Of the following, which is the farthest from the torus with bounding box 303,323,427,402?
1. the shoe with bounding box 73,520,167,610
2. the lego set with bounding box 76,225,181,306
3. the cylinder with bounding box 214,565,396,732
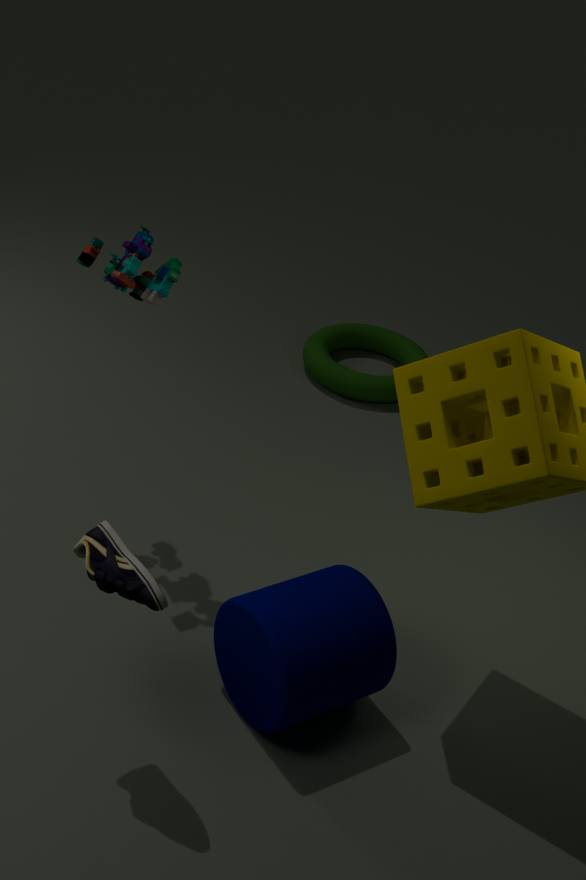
the shoe with bounding box 73,520,167,610
